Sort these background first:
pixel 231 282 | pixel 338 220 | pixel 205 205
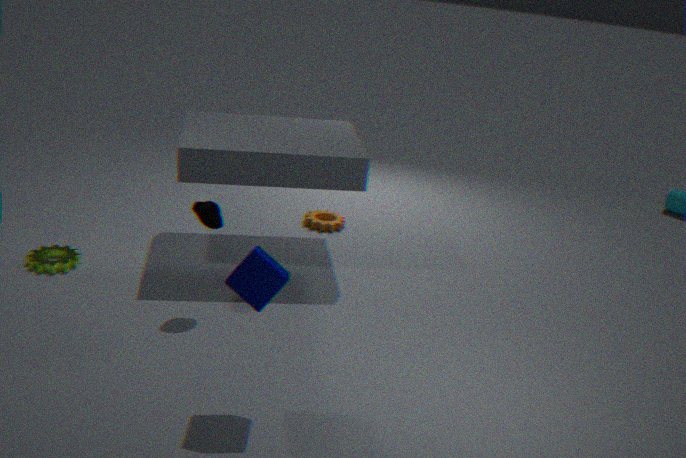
pixel 338 220 < pixel 205 205 < pixel 231 282
